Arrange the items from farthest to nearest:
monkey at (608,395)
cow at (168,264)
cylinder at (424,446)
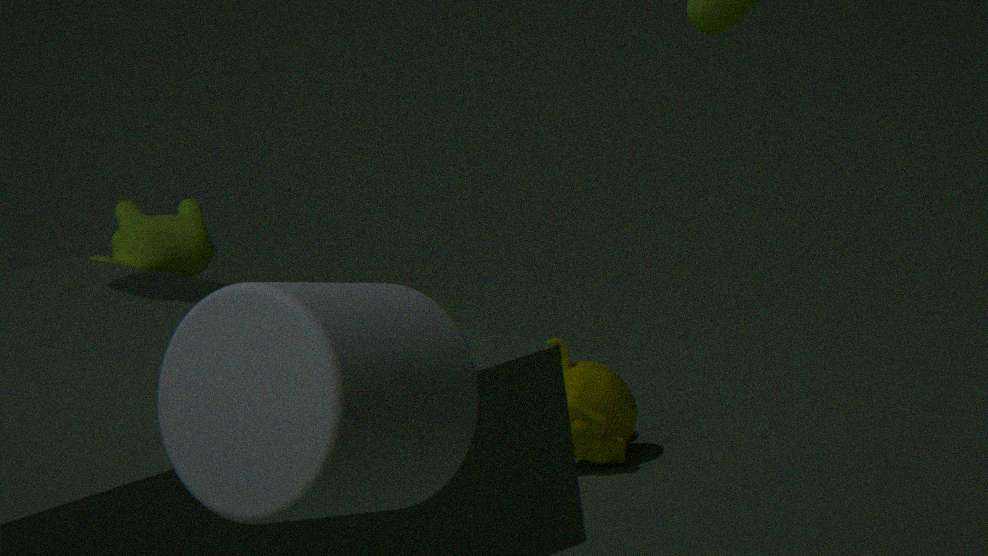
monkey at (608,395)
cow at (168,264)
cylinder at (424,446)
